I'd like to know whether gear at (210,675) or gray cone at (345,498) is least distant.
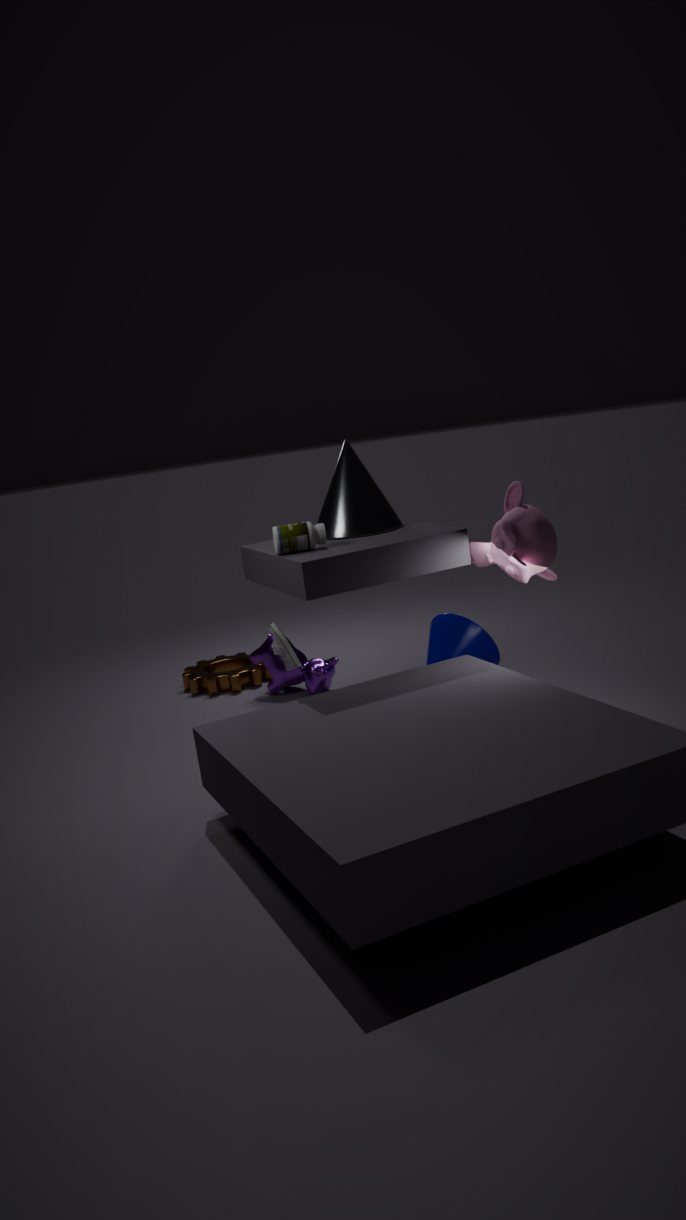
gray cone at (345,498)
